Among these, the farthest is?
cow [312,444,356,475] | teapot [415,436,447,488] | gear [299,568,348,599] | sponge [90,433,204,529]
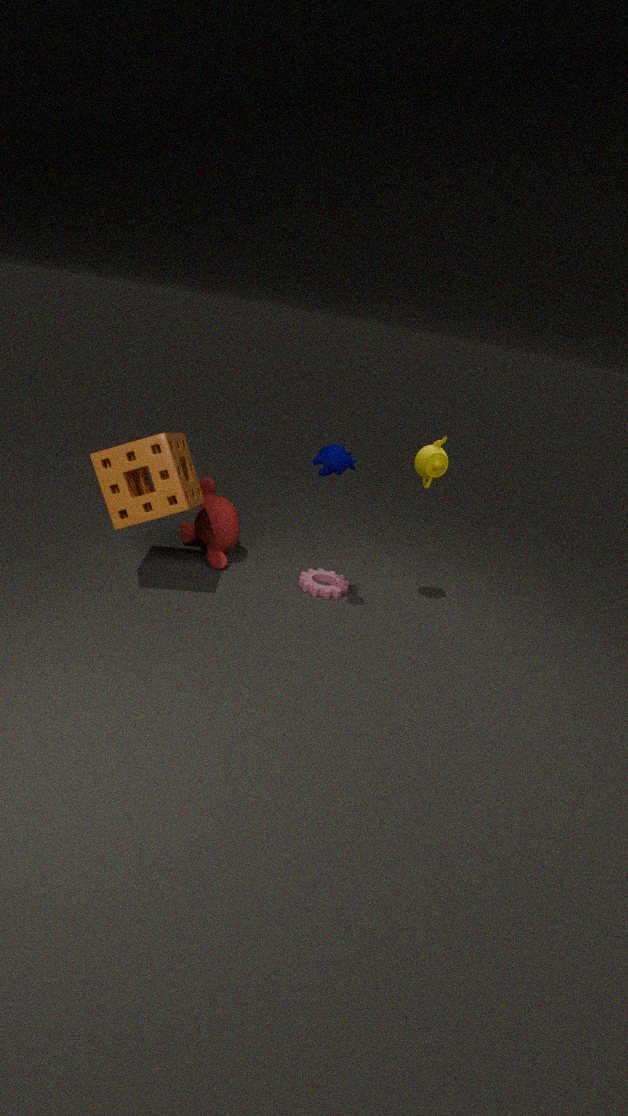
gear [299,568,348,599]
